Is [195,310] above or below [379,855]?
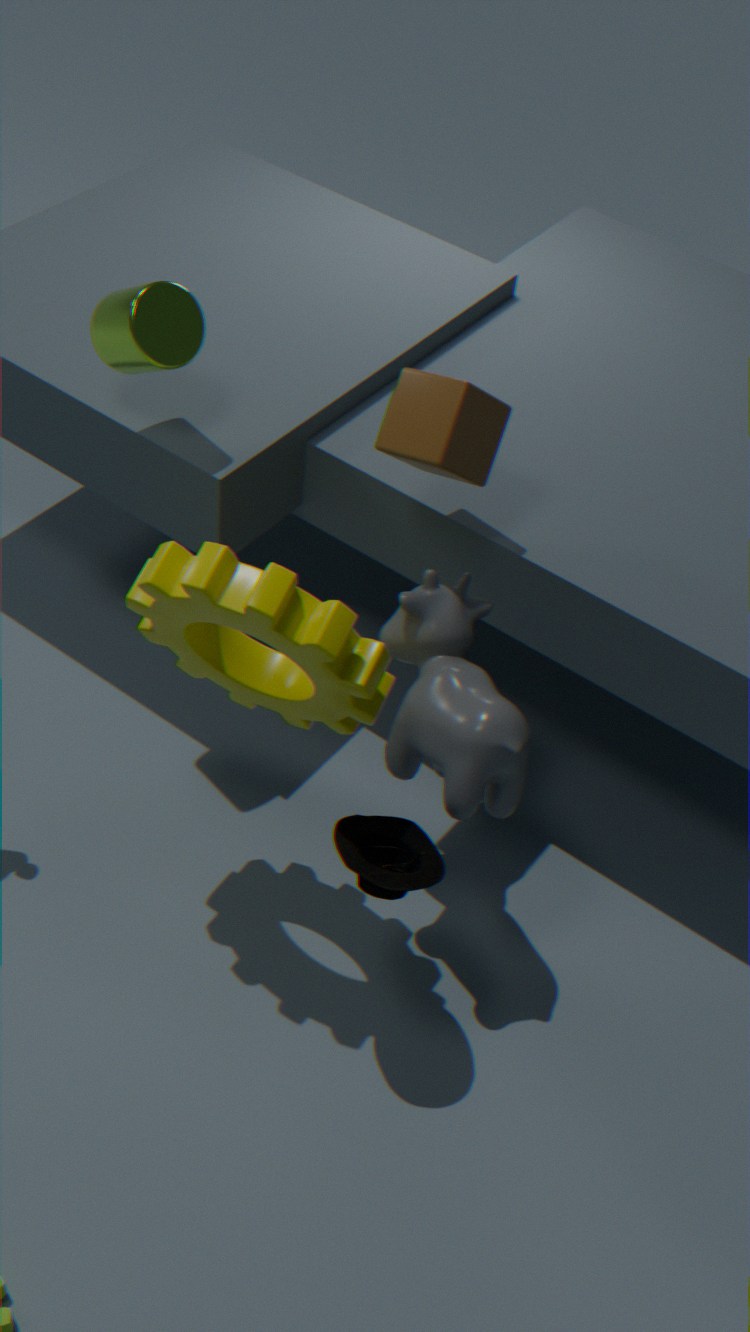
above
